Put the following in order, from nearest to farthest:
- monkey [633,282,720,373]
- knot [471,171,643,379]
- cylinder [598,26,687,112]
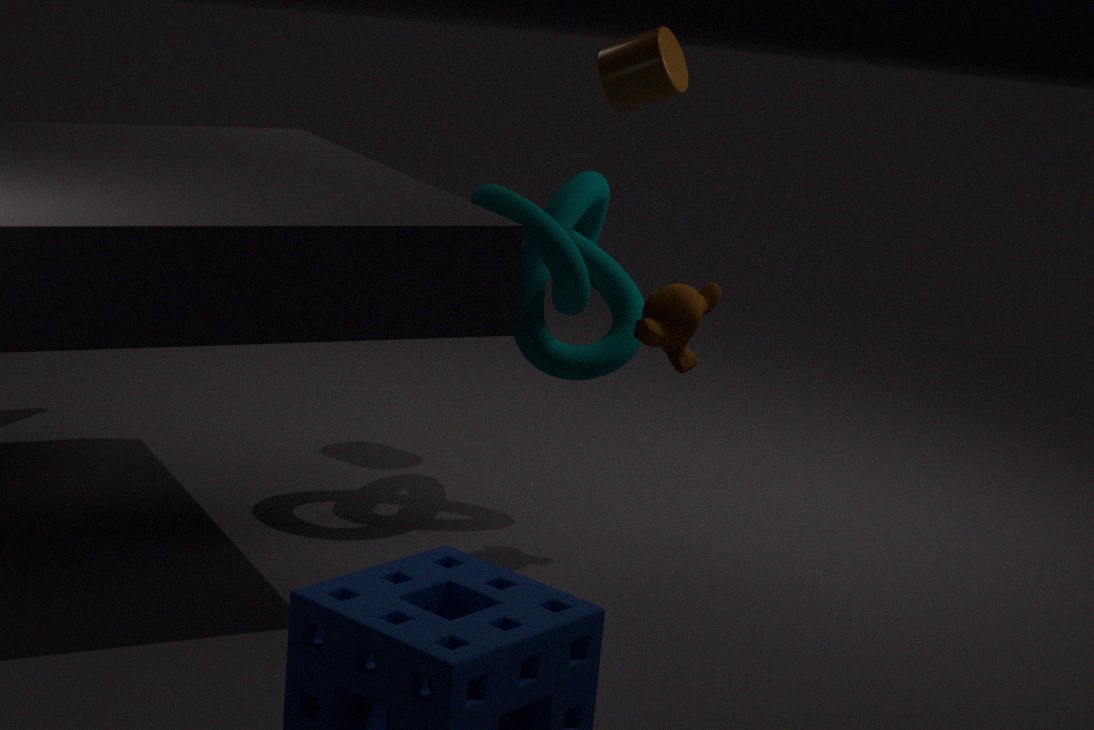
monkey [633,282,720,373] → knot [471,171,643,379] → cylinder [598,26,687,112]
